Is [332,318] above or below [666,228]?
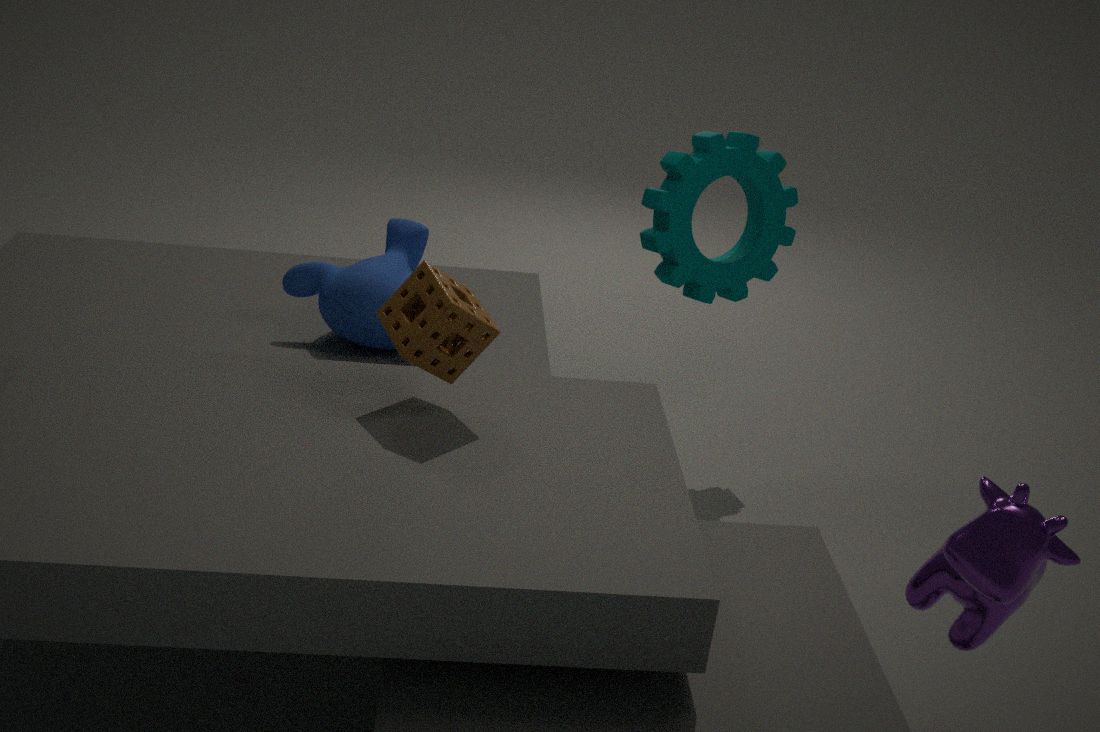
below
